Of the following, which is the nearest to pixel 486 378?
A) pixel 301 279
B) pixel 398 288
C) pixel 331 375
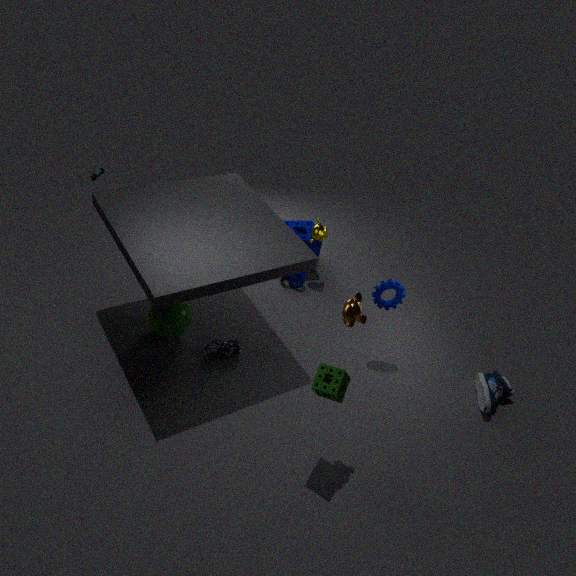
pixel 398 288
